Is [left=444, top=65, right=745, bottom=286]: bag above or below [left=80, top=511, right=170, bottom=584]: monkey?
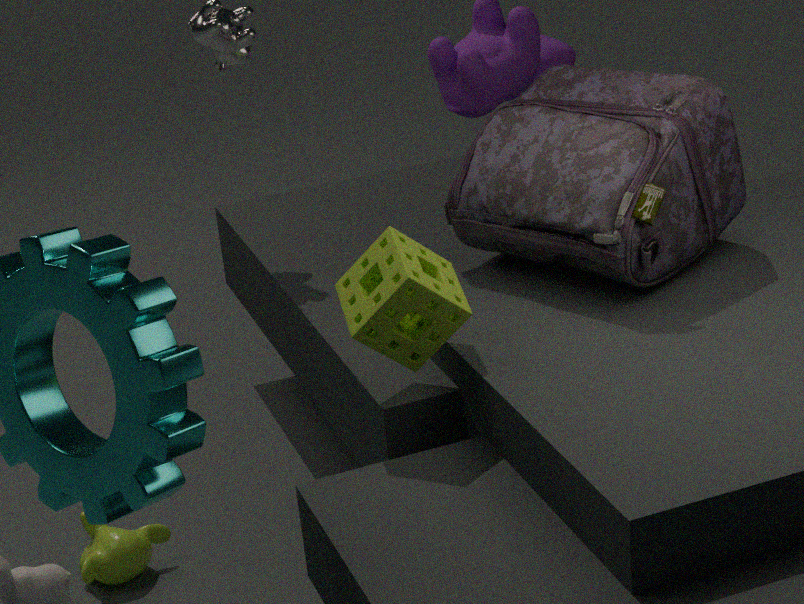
above
